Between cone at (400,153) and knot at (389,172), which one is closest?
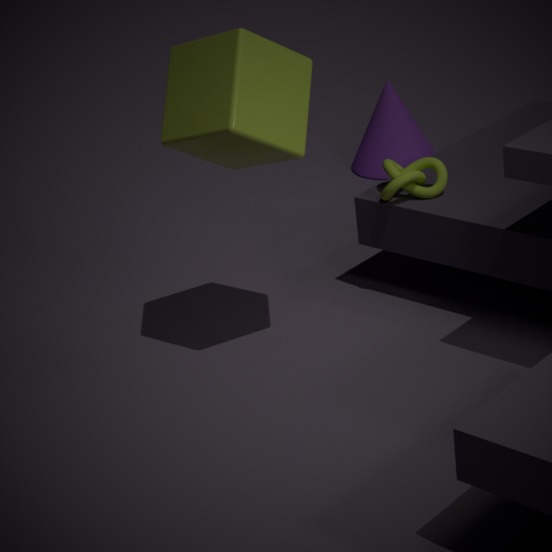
knot at (389,172)
